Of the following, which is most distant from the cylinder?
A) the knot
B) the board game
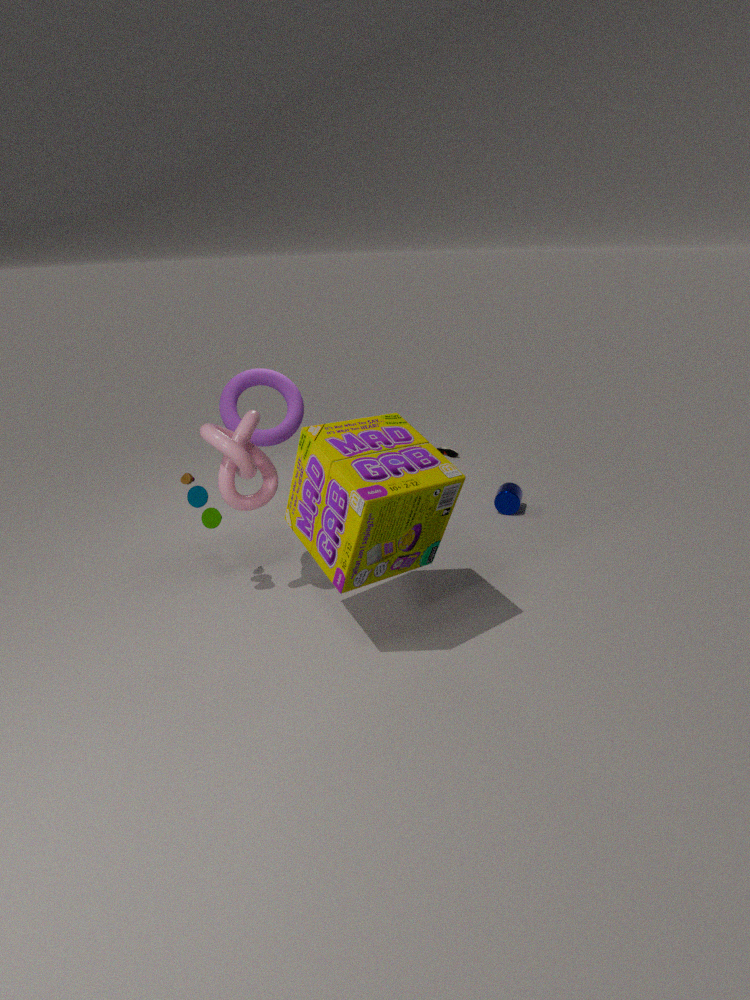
the knot
